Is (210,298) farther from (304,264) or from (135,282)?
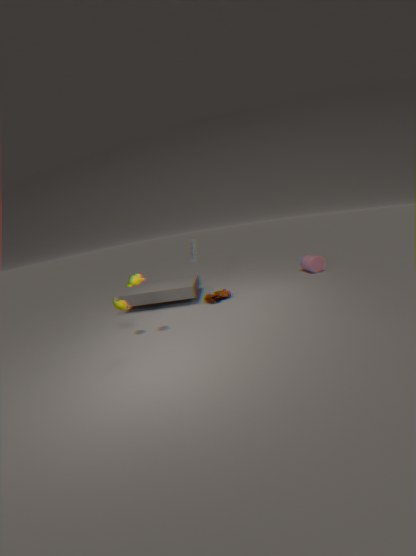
(304,264)
